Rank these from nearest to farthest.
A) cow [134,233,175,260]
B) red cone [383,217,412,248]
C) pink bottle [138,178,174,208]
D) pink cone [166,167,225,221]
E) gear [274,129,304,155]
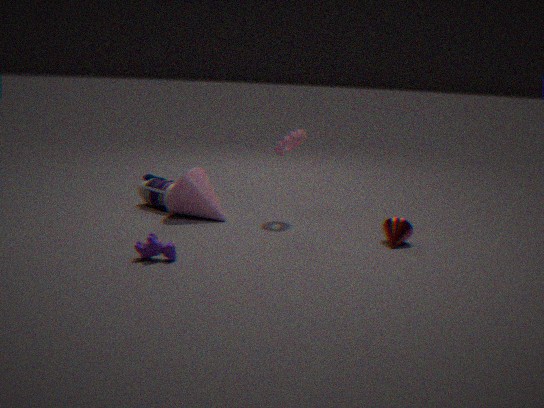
cow [134,233,175,260], red cone [383,217,412,248], pink cone [166,167,225,221], gear [274,129,304,155], pink bottle [138,178,174,208]
